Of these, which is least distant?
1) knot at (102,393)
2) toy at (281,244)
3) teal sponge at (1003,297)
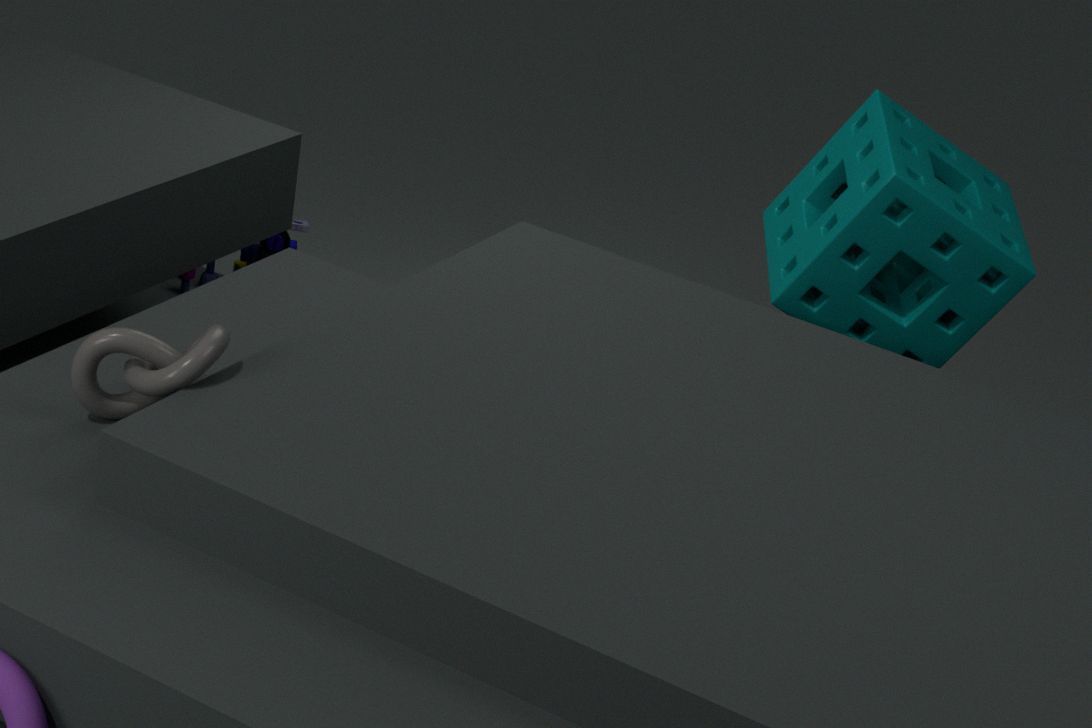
1. knot at (102,393)
